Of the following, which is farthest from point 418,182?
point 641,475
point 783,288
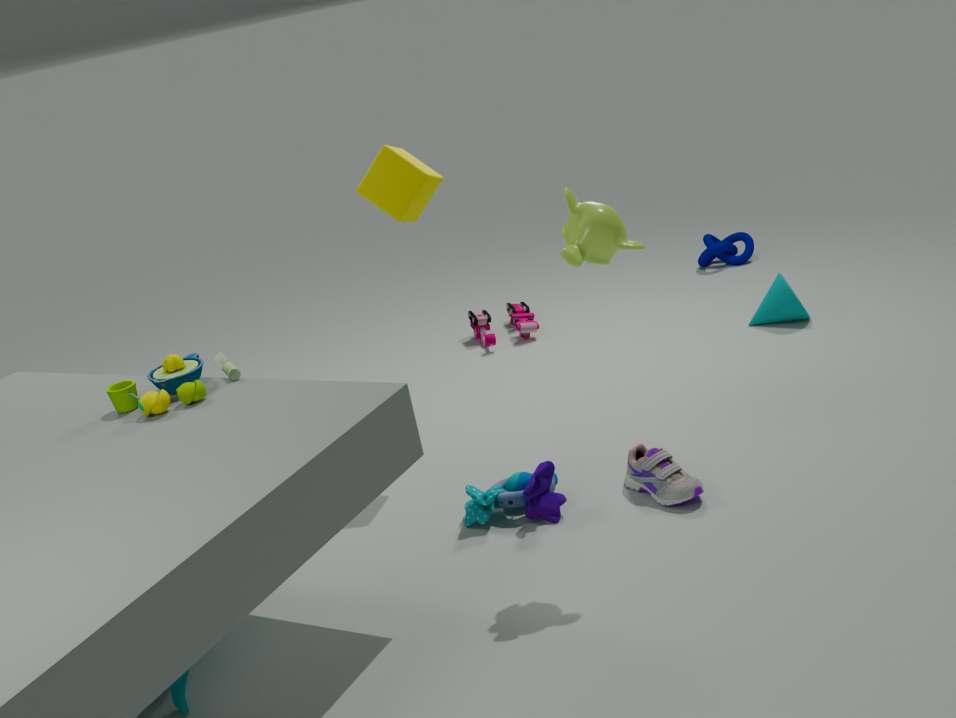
point 783,288
